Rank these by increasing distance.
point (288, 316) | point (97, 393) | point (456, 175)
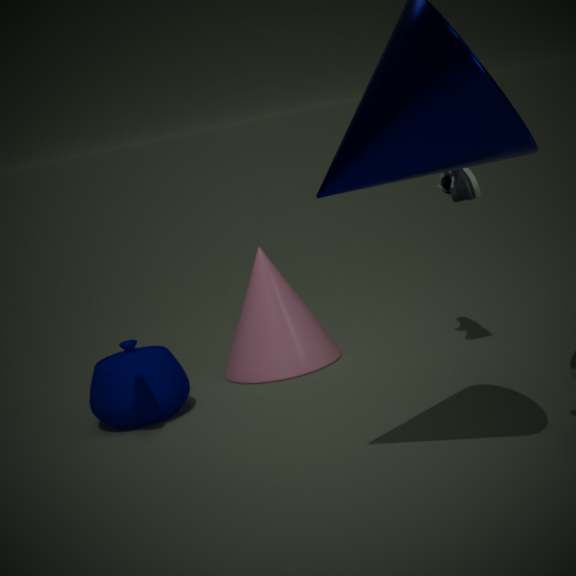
point (456, 175) → point (97, 393) → point (288, 316)
